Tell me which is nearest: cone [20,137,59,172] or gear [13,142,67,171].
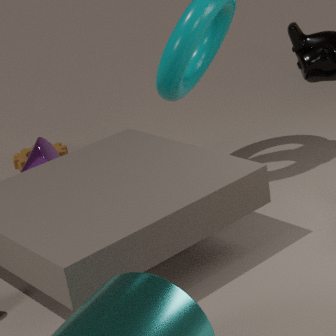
cone [20,137,59,172]
